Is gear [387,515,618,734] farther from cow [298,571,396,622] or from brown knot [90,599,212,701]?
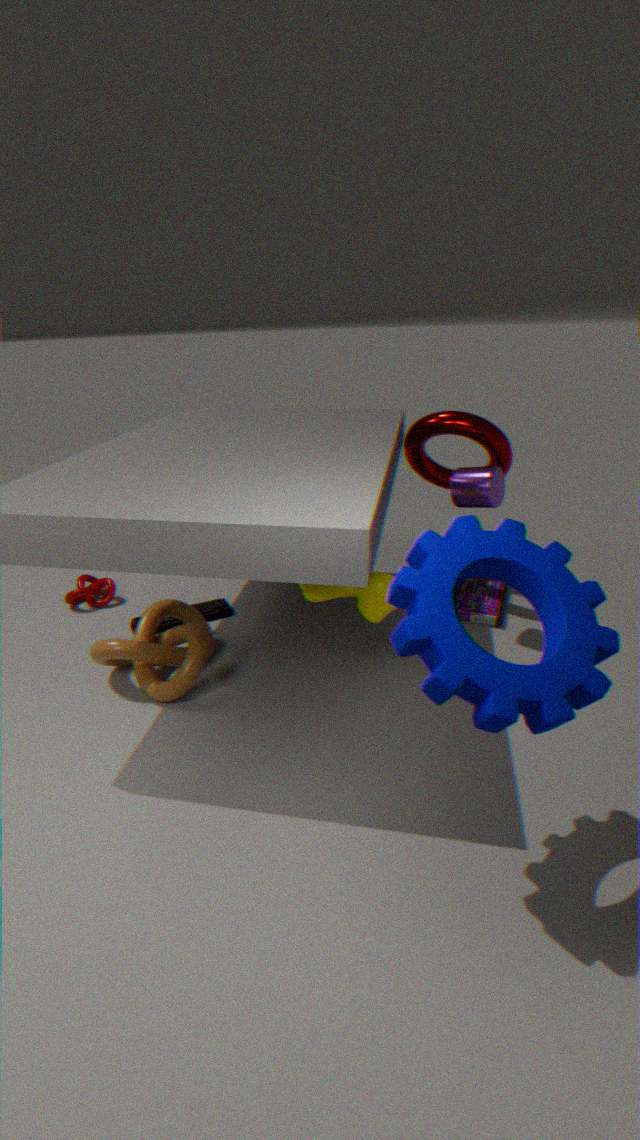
brown knot [90,599,212,701]
